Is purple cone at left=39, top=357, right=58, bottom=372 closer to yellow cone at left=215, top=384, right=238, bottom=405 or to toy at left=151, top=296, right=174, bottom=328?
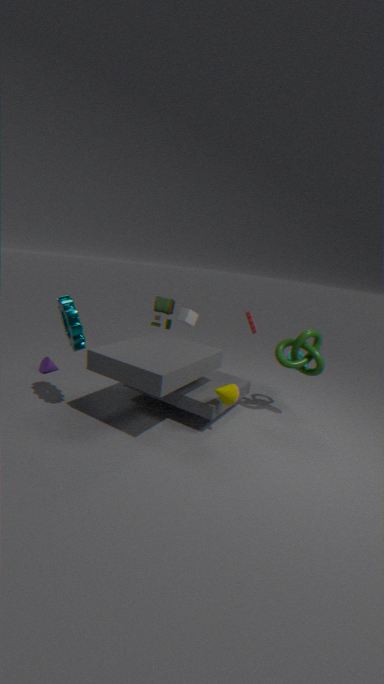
toy at left=151, top=296, right=174, bottom=328
